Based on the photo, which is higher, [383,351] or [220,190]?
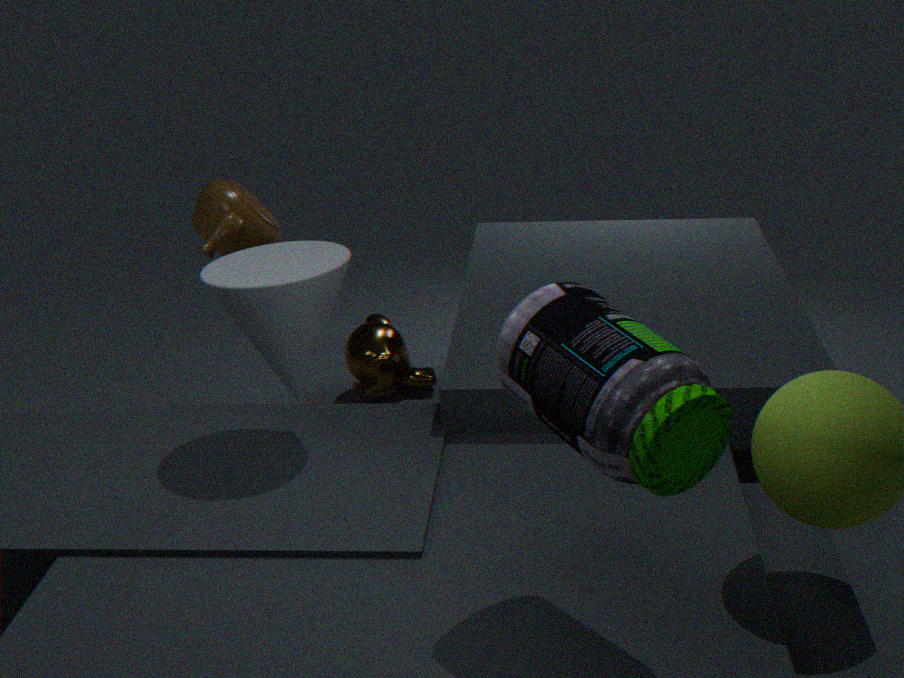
[220,190]
